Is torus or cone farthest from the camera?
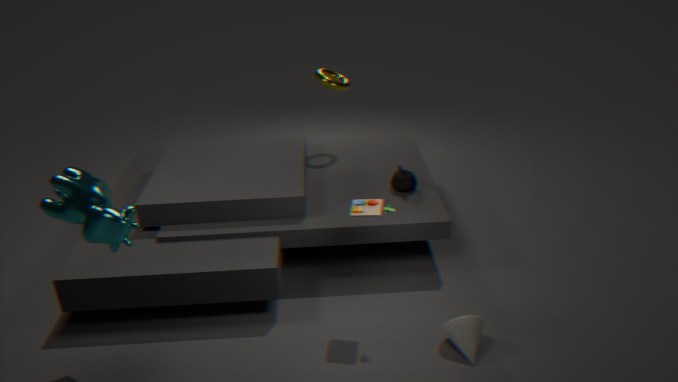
torus
